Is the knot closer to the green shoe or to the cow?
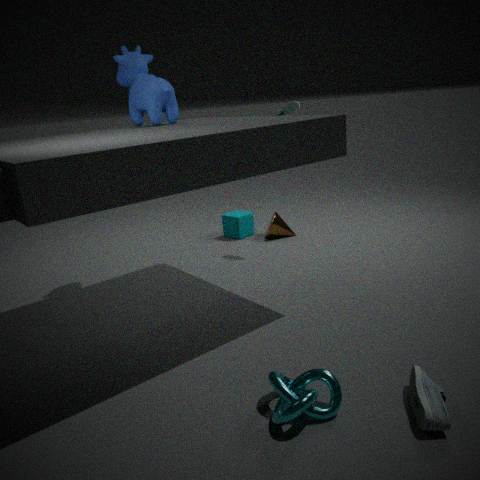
the cow
